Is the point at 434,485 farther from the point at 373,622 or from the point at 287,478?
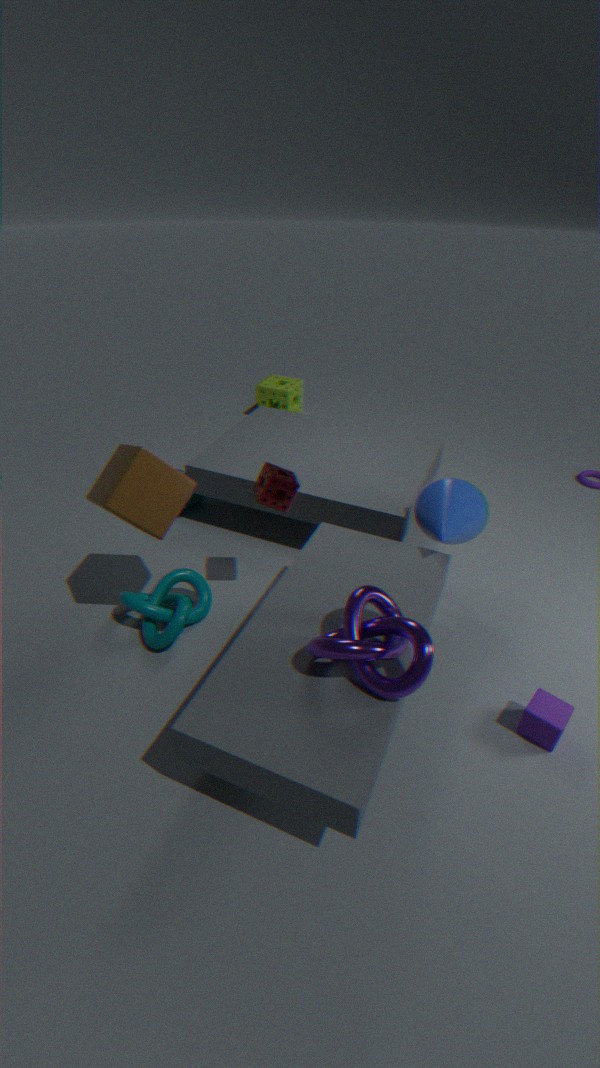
the point at 373,622
